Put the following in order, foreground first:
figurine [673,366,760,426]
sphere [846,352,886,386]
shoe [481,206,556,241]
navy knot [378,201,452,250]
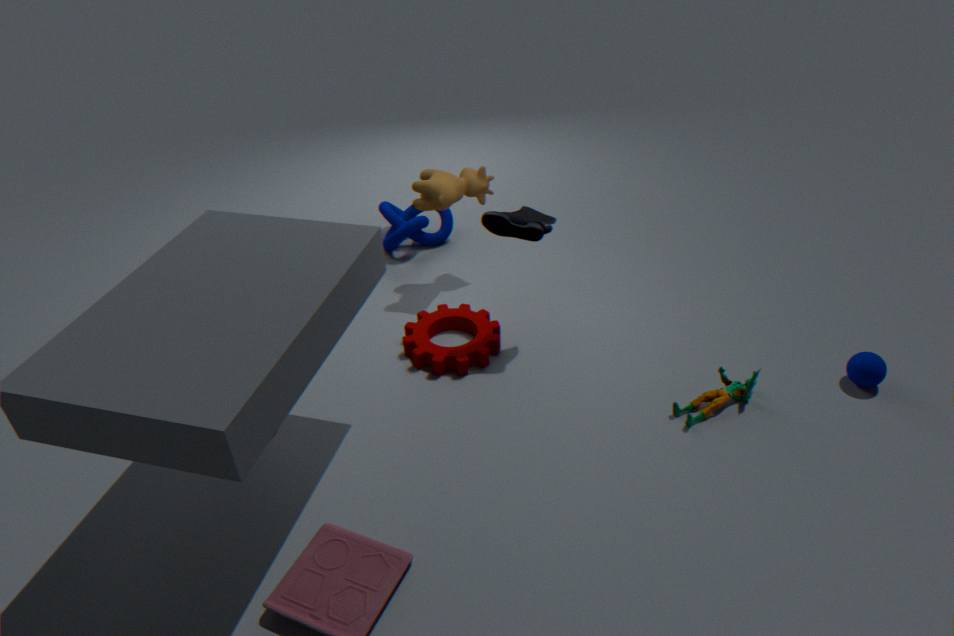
figurine [673,366,760,426], sphere [846,352,886,386], shoe [481,206,556,241], navy knot [378,201,452,250]
